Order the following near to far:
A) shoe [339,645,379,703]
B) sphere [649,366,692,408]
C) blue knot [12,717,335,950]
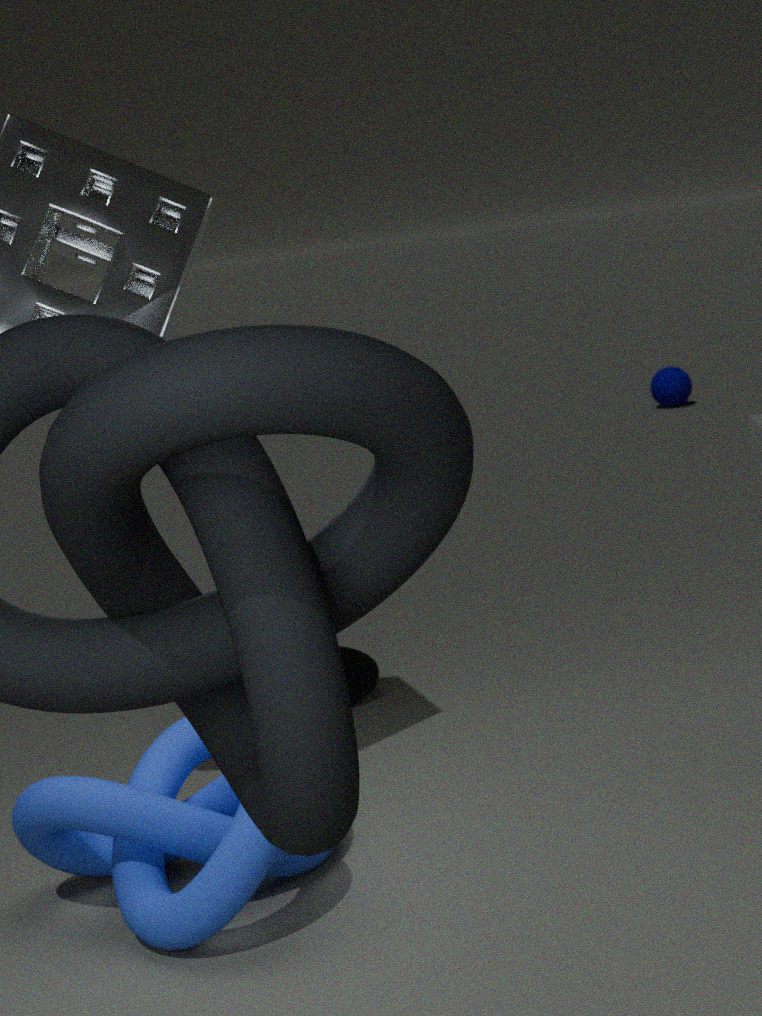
1. blue knot [12,717,335,950]
2. shoe [339,645,379,703]
3. sphere [649,366,692,408]
